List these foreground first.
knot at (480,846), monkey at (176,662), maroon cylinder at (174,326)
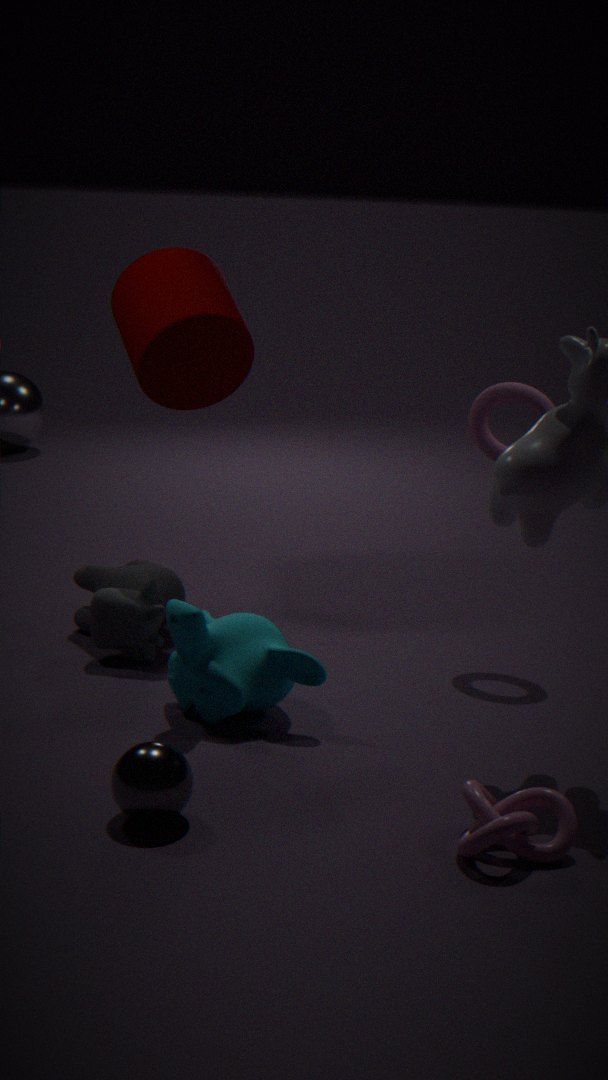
1. knot at (480,846)
2. monkey at (176,662)
3. maroon cylinder at (174,326)
